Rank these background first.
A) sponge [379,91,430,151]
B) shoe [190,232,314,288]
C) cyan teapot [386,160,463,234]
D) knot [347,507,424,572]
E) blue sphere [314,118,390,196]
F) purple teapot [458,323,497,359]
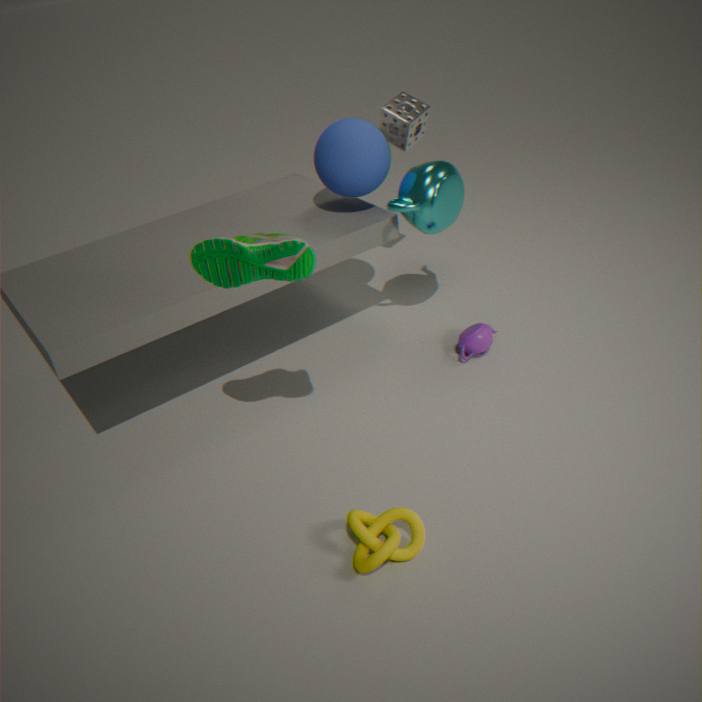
sponge [379,91,430,151] → purple teapot [458,323,497,359] → blue sphere [314,118,390,196] → cyan teapot [386,160,463,234] → shoe [190,232,314,288] → knot [347,507,424,572]
